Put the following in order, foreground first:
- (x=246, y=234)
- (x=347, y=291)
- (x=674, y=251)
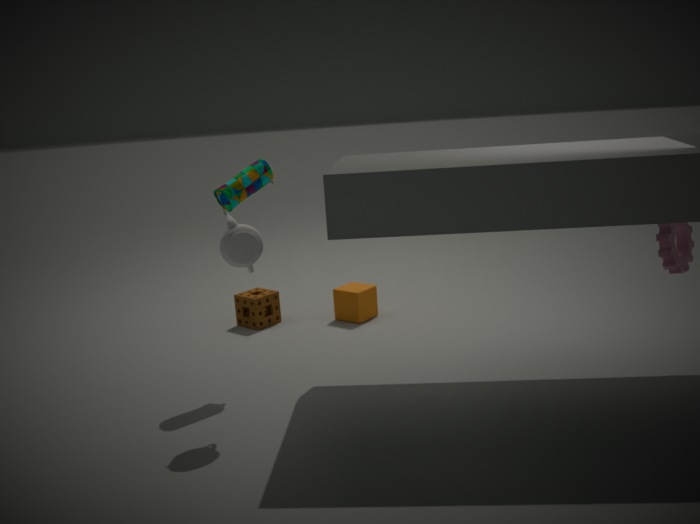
1. (x=246, y=234)
2. (x=674, y=251)
3. (x=347, y=291)
